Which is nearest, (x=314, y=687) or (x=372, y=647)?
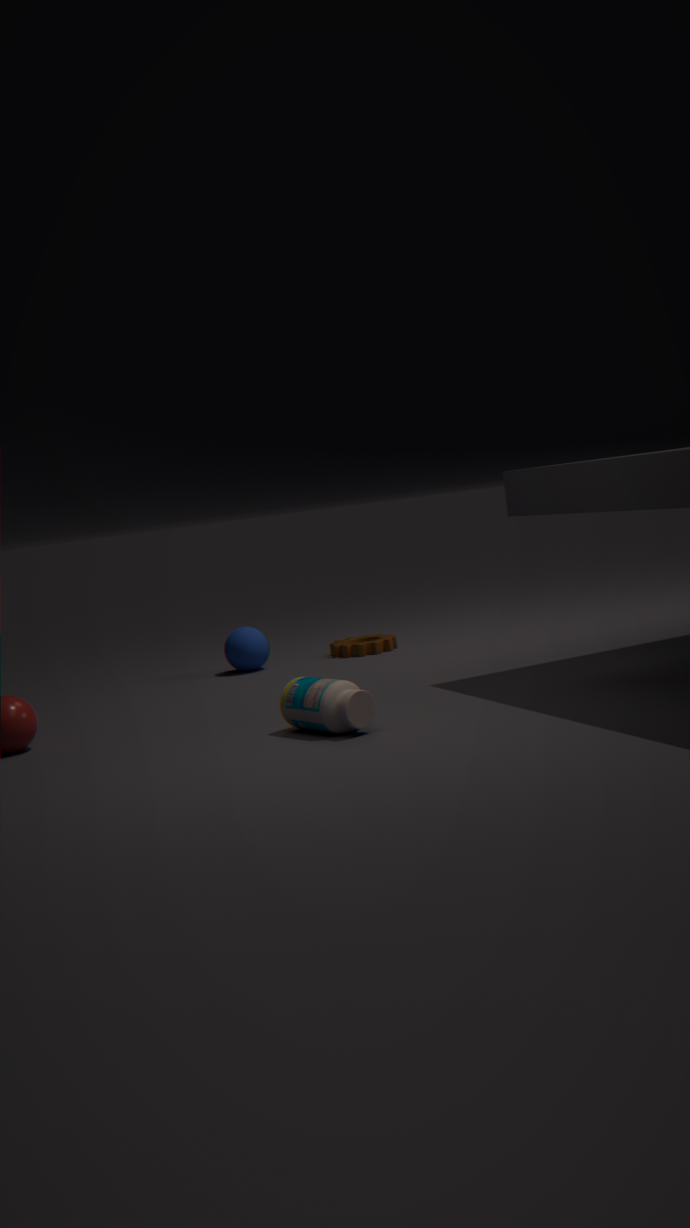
(x=314, y=687)
